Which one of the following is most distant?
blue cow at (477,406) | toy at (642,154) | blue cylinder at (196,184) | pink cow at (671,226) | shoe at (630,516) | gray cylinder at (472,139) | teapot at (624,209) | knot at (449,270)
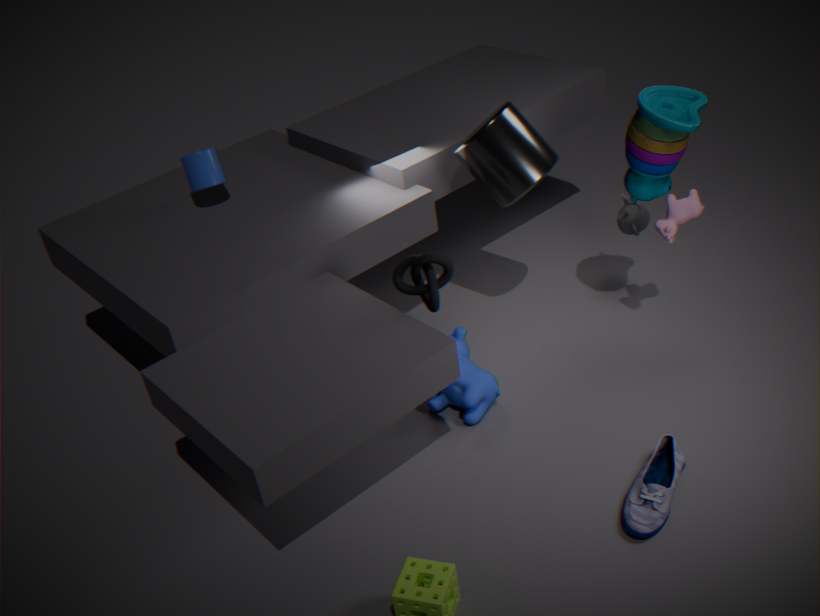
teapot at (624,209)
